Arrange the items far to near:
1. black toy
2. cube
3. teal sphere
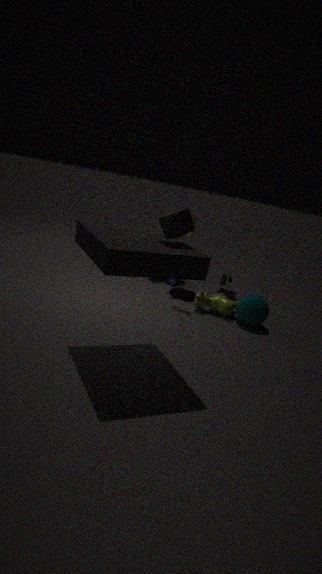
black toy, teal sphere, cube
